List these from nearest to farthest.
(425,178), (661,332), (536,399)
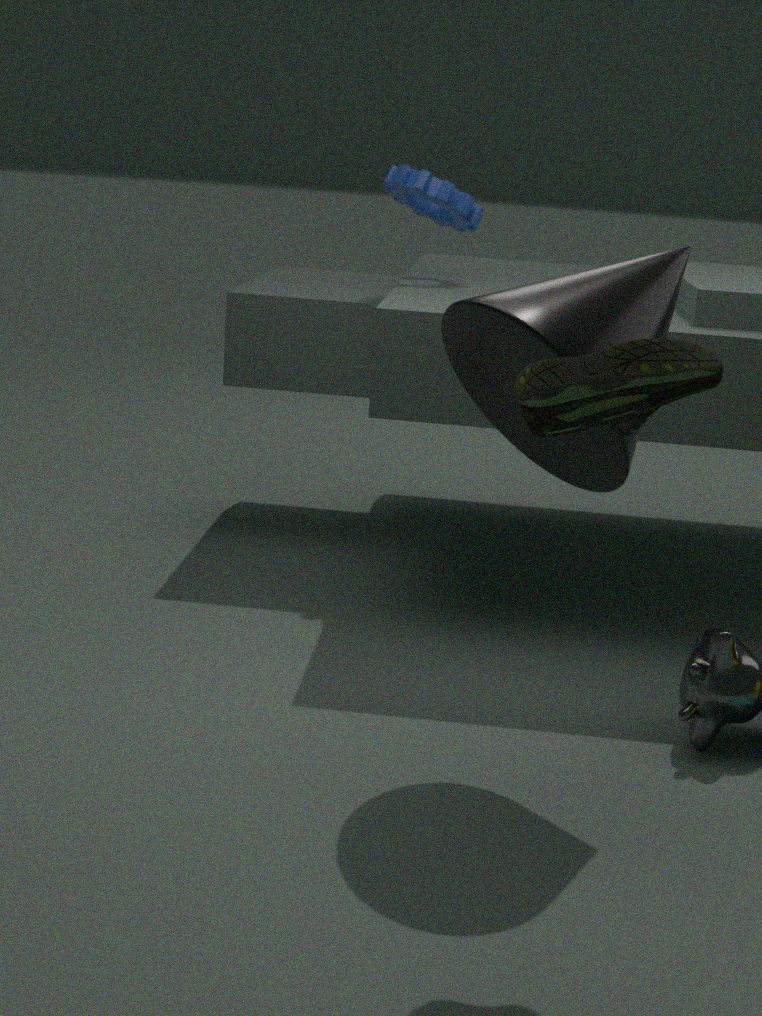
(536,399) → (661,332) → (425,178)
